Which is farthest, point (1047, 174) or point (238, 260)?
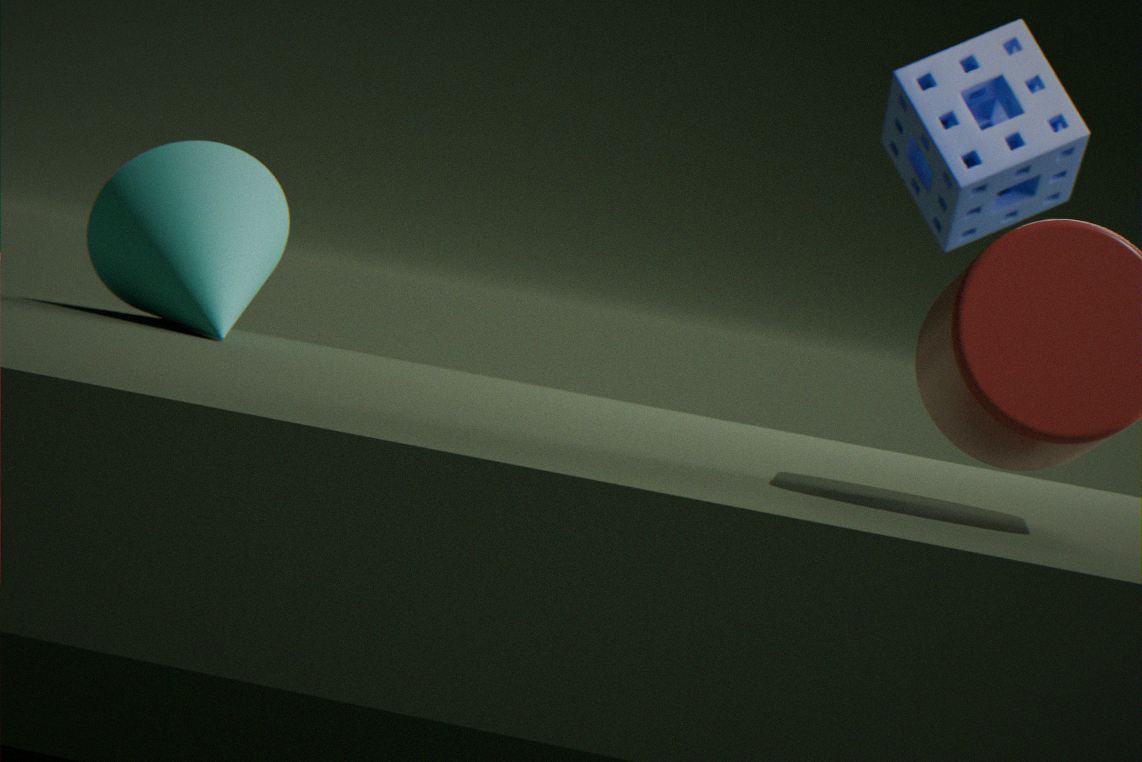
point (1047, 174)
